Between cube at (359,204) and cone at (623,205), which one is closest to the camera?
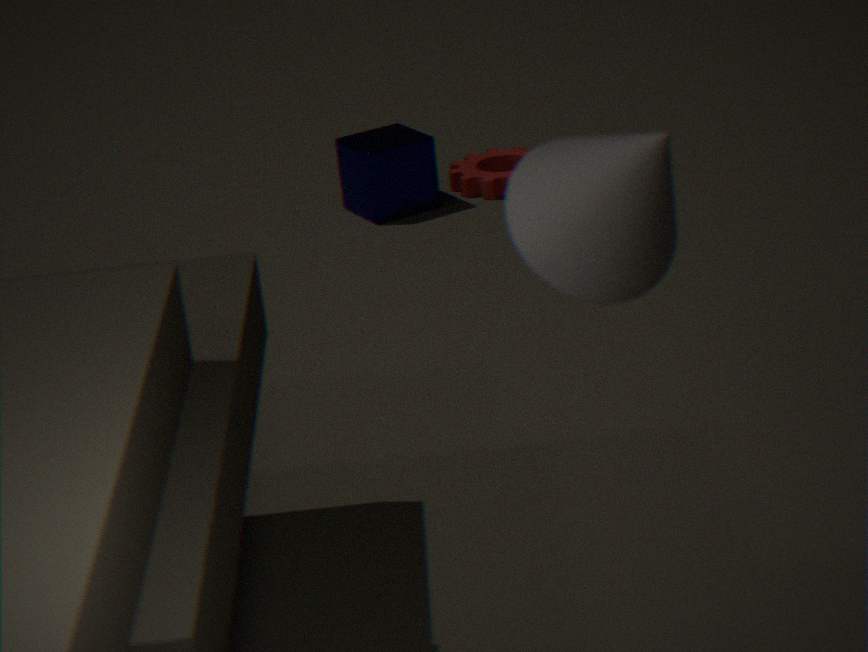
cone at (623,205)
